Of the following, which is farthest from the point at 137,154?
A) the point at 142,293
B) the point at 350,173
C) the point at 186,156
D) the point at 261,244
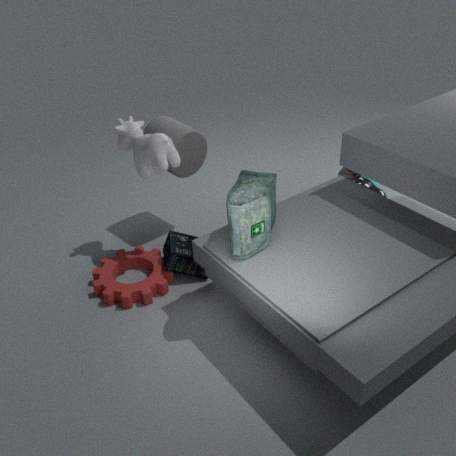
the point at 350,173
